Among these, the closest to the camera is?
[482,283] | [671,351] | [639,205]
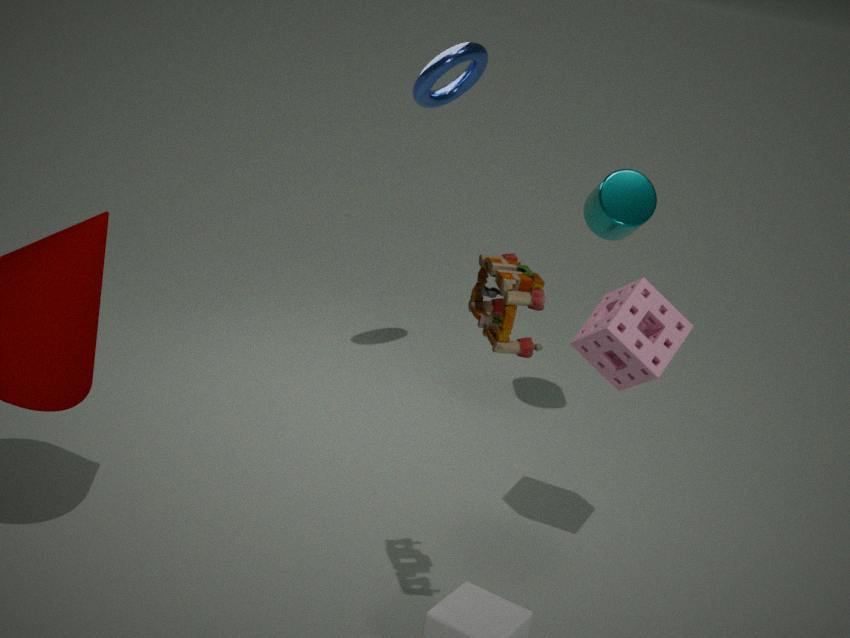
[482,283]
